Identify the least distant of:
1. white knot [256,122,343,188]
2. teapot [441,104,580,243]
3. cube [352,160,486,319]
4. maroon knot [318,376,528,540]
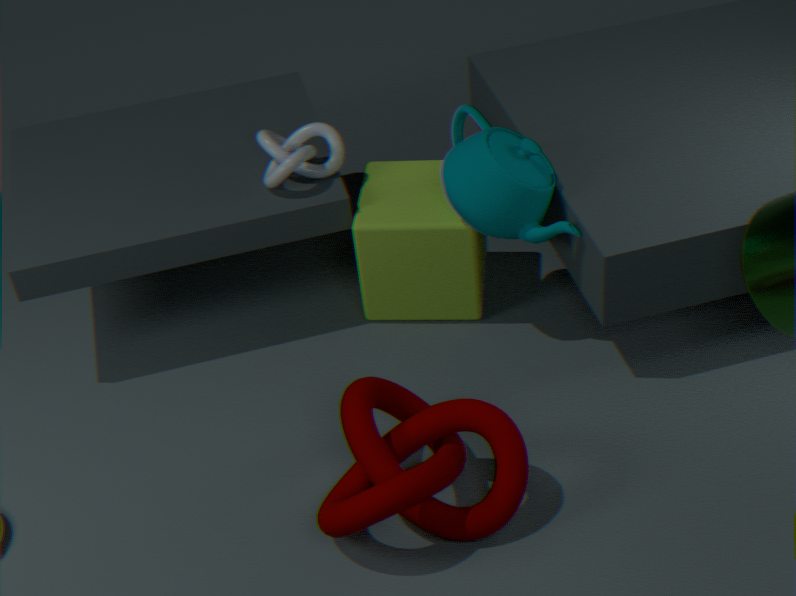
maroon knot [318,376,528,540]
